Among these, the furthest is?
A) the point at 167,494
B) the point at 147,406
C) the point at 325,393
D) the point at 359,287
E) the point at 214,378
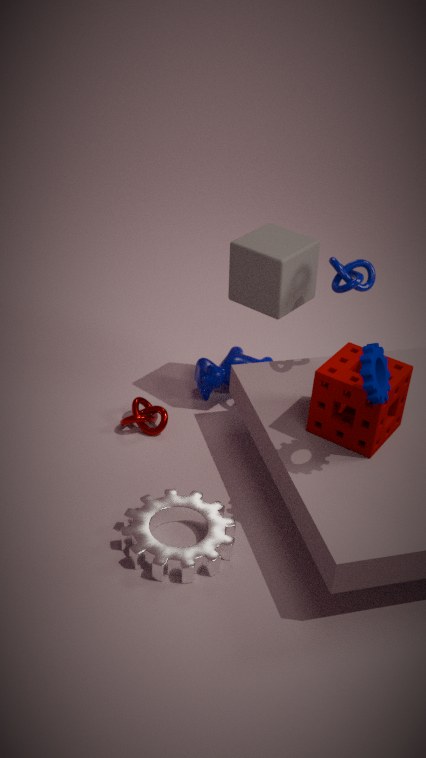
the point at 214,378
